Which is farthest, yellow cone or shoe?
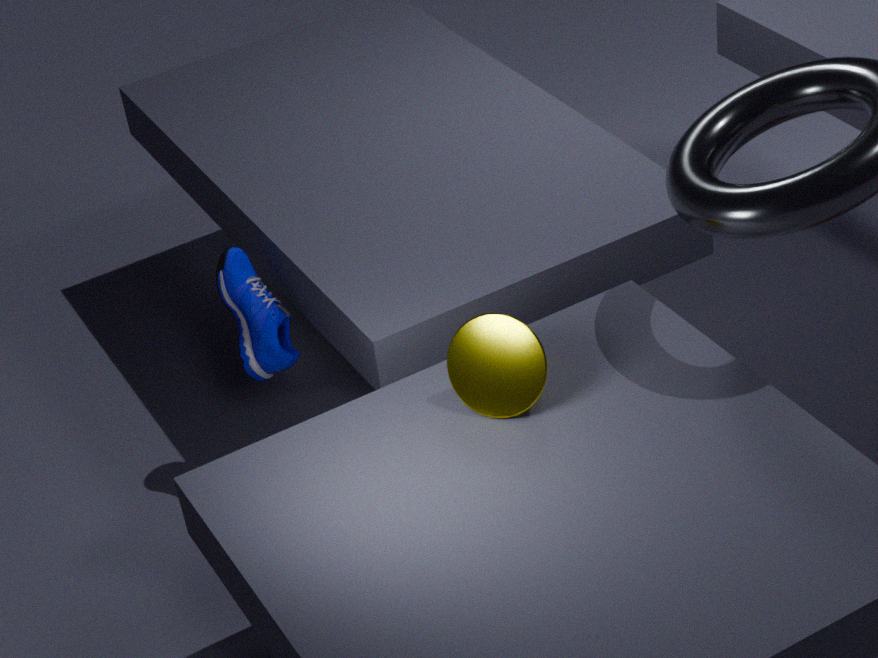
shoe
